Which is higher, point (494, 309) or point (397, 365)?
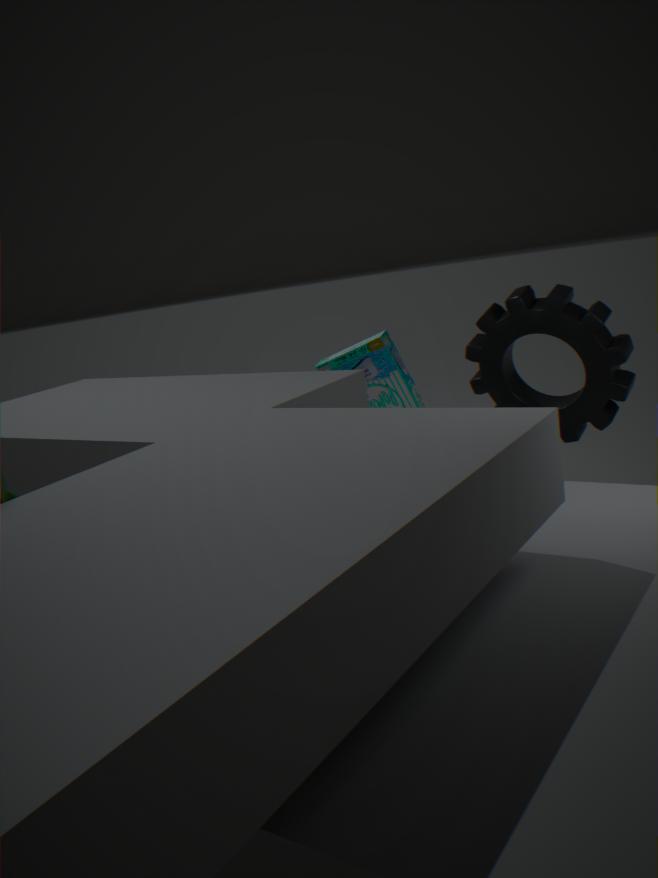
point (494, 309)
